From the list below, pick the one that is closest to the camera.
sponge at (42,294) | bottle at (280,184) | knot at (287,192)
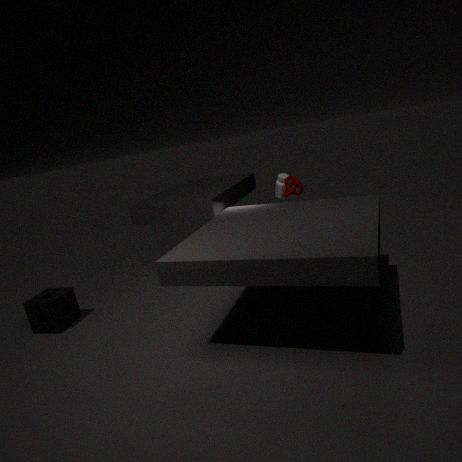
sponge at (42,294)
